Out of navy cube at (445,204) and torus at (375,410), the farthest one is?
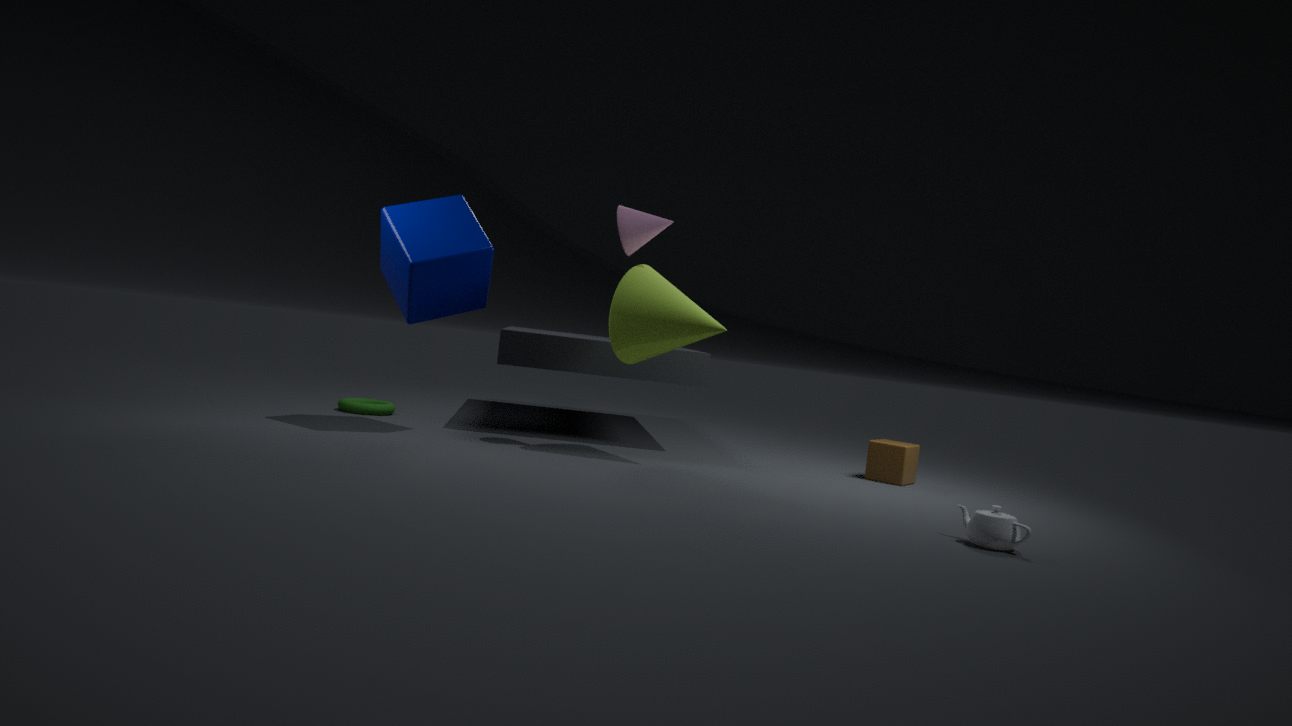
torus at (375,410)
